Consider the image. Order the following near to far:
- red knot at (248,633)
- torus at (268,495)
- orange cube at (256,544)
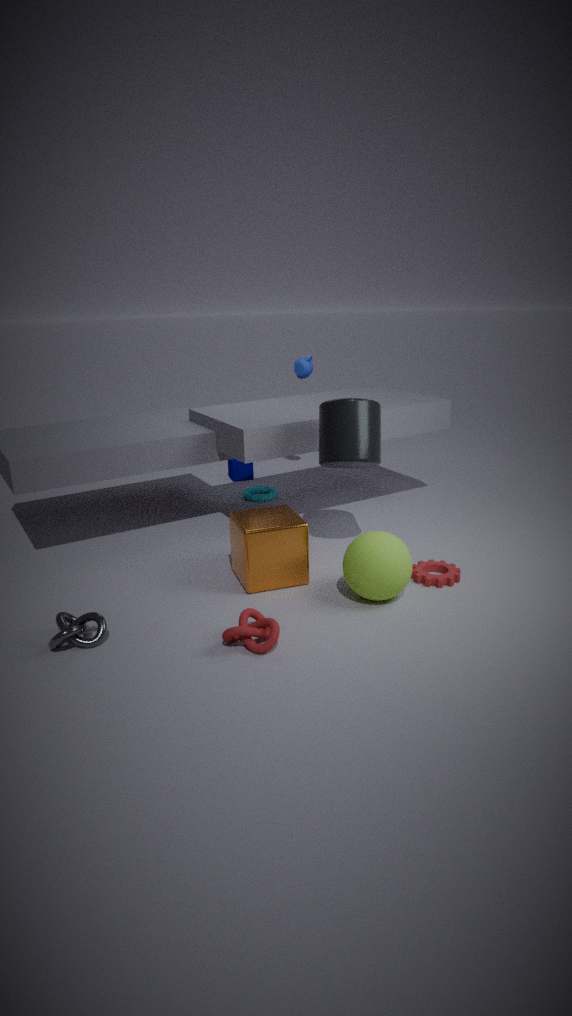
red knot at (248,633)
orange cube at (256,544)
torus at (268,495)
